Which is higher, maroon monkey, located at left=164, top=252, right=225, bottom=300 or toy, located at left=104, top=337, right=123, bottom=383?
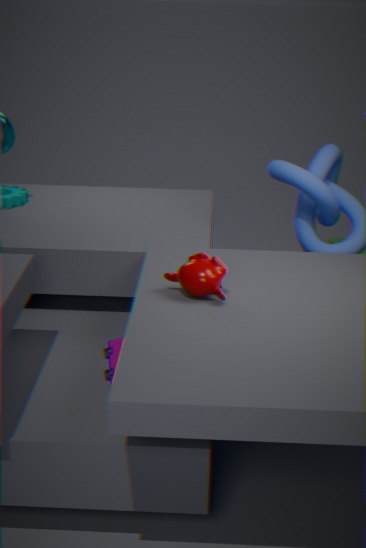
maroon monkey, located at left=164, top=252, right=225, bottom=300
